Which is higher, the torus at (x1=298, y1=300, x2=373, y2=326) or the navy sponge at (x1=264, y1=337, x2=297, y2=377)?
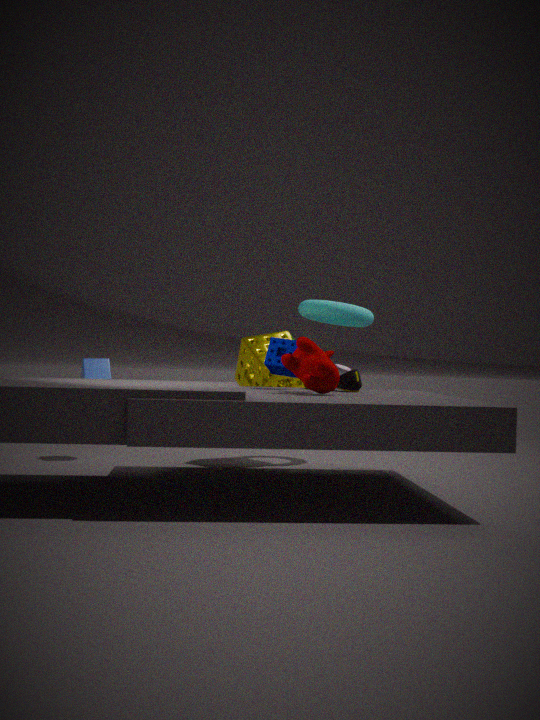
the torus at (x1=298, y1=300, x2=373, y2=326)
